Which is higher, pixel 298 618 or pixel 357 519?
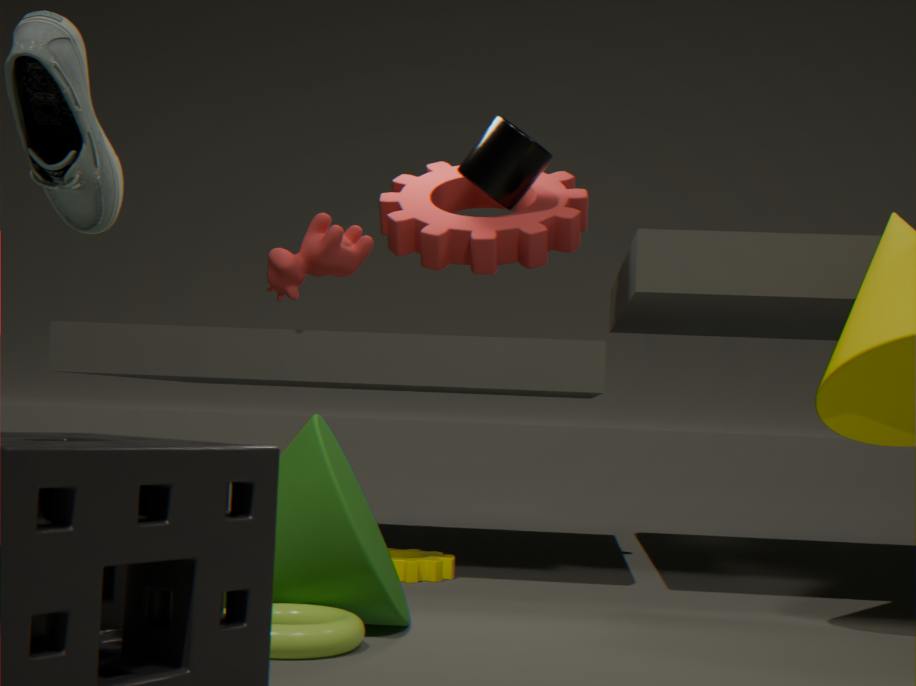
pixel 357 519
